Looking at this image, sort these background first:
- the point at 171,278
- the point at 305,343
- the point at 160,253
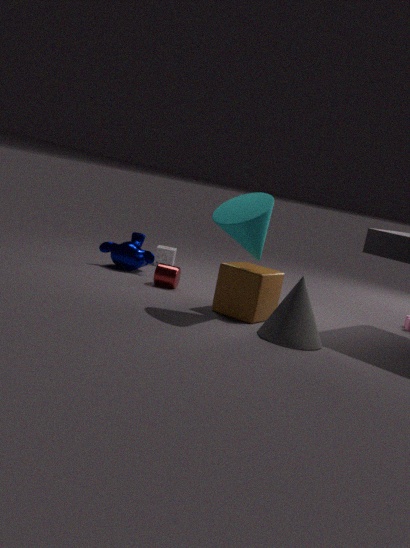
the point at 160,253, the point at 171,278, the point at 305,343
